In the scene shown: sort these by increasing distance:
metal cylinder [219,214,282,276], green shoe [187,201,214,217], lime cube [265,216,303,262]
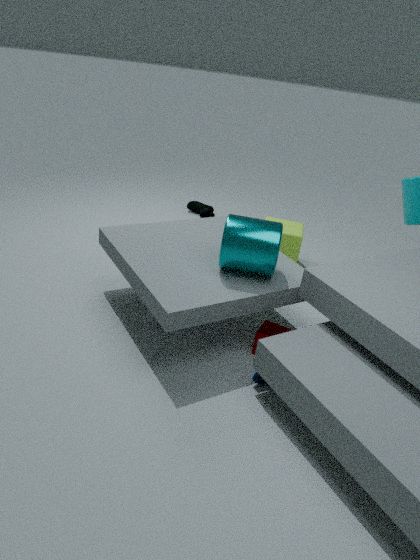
metal cylinder [219,214,282,276]
lime cube [265,216,303,262]
green shoe [187,201,214,217]
